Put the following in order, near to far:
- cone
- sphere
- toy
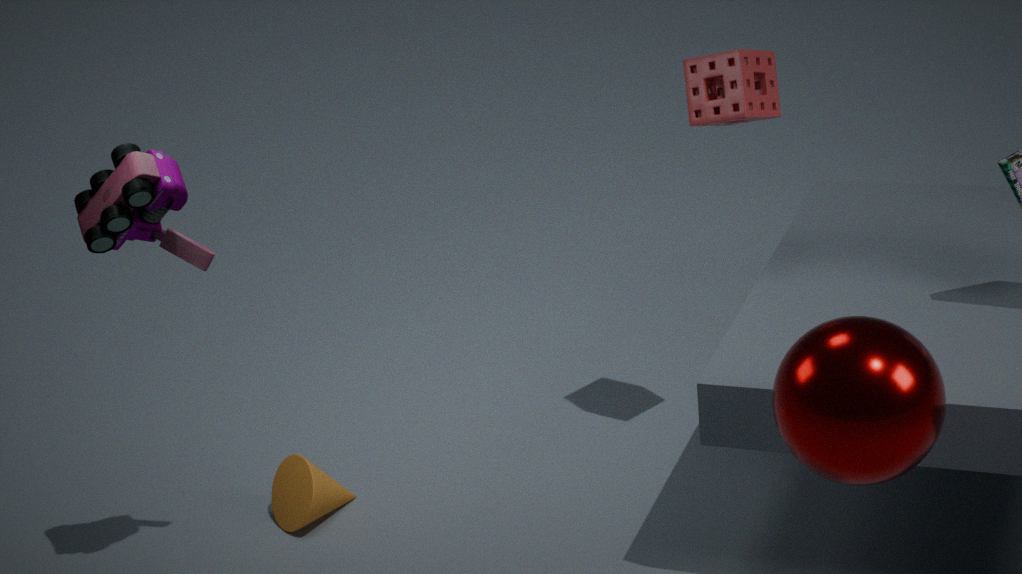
sphere, toy, cone
